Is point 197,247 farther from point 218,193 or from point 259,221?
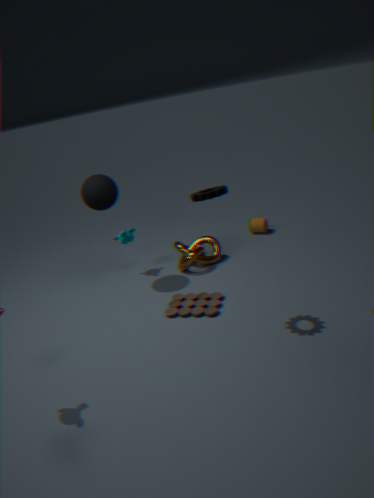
point 218,193
